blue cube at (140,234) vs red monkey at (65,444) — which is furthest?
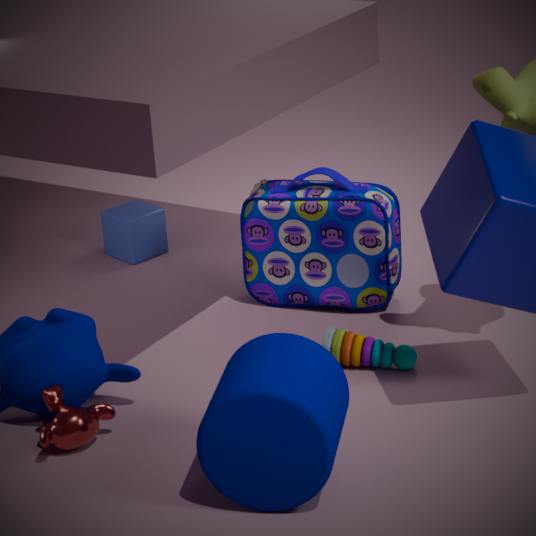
blue cube at (140,234)
